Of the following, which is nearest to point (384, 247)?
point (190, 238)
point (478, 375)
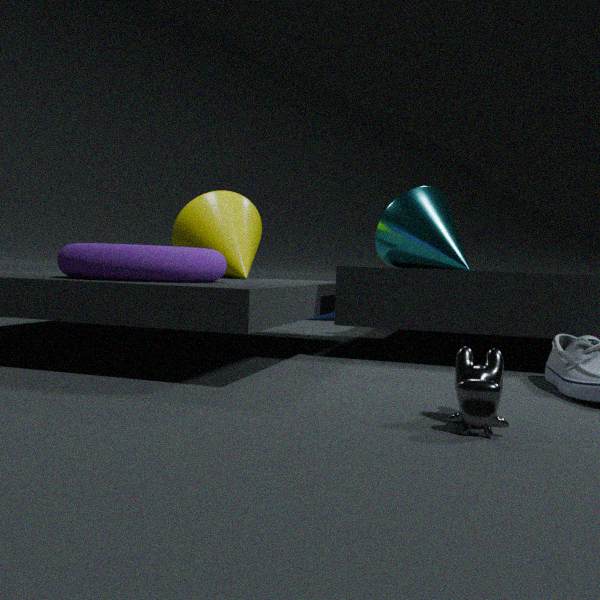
point (190, 238)
